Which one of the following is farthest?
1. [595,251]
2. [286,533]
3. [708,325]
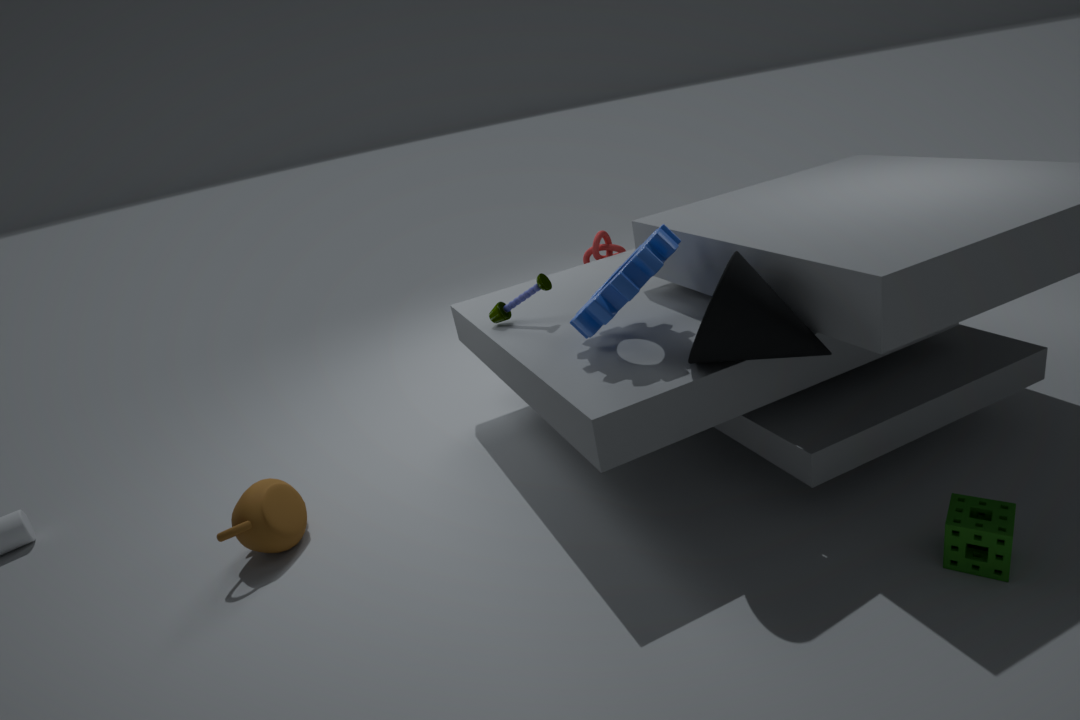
[595,251]
